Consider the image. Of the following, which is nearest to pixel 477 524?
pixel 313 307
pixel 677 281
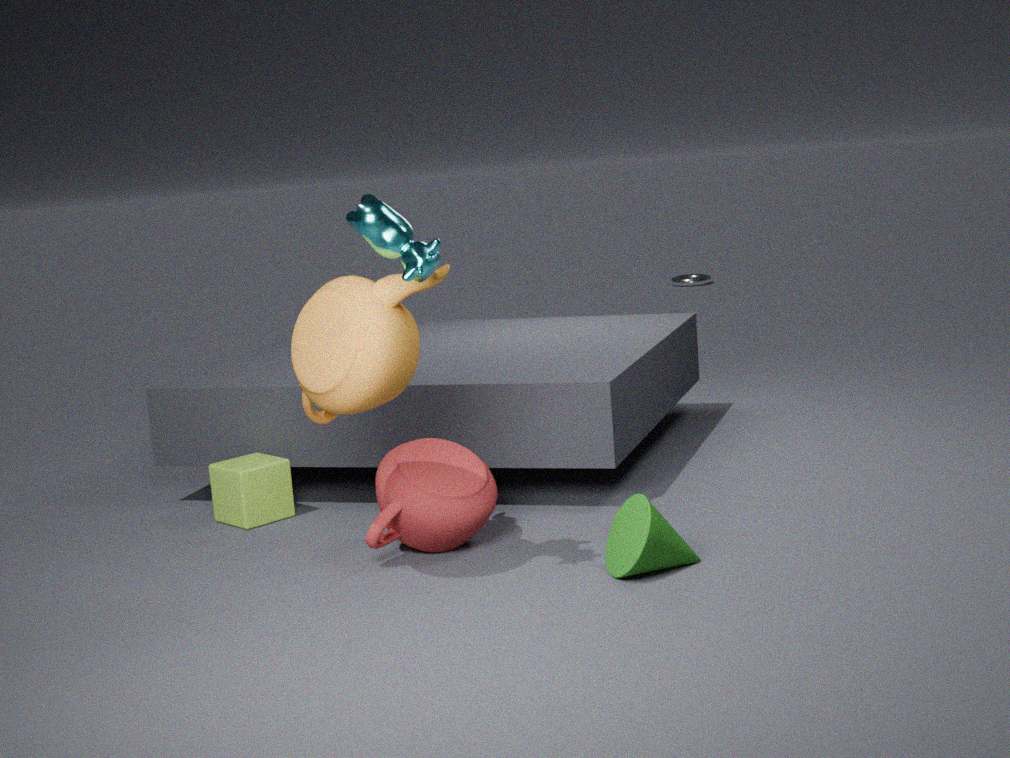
pixel 313 307
